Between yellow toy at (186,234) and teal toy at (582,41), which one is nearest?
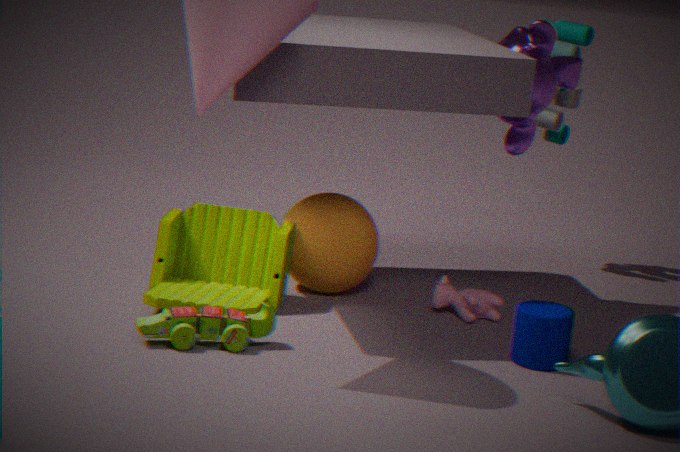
yellow toy at (186,234)
